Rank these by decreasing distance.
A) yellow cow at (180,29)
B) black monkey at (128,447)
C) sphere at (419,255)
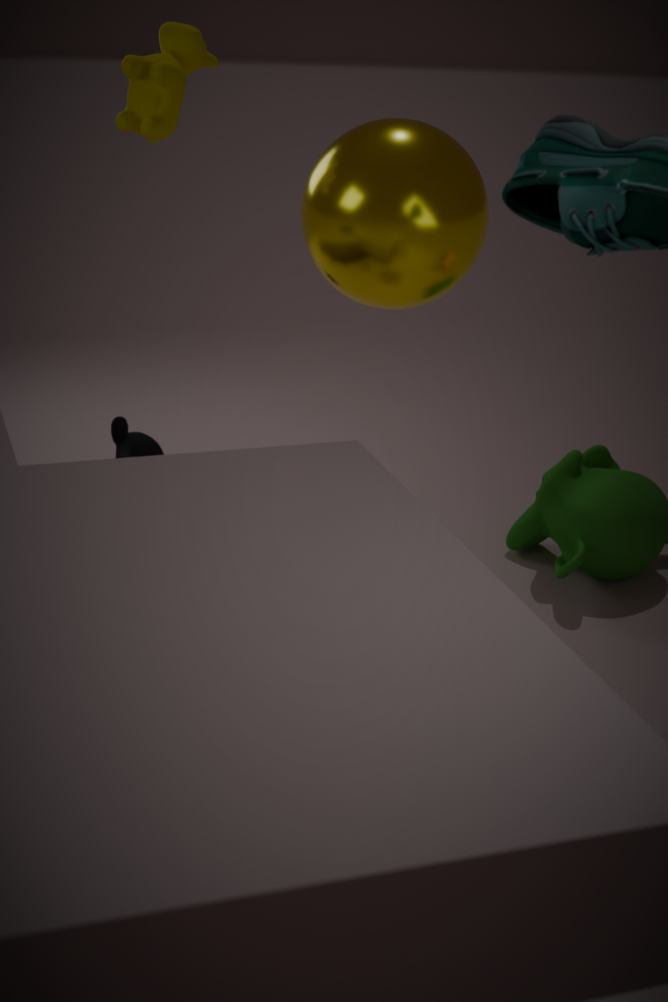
1. B. black monkey at (128,447)
2. A. yellow cow at (180,29)
3. C. sphere at (419,255)
